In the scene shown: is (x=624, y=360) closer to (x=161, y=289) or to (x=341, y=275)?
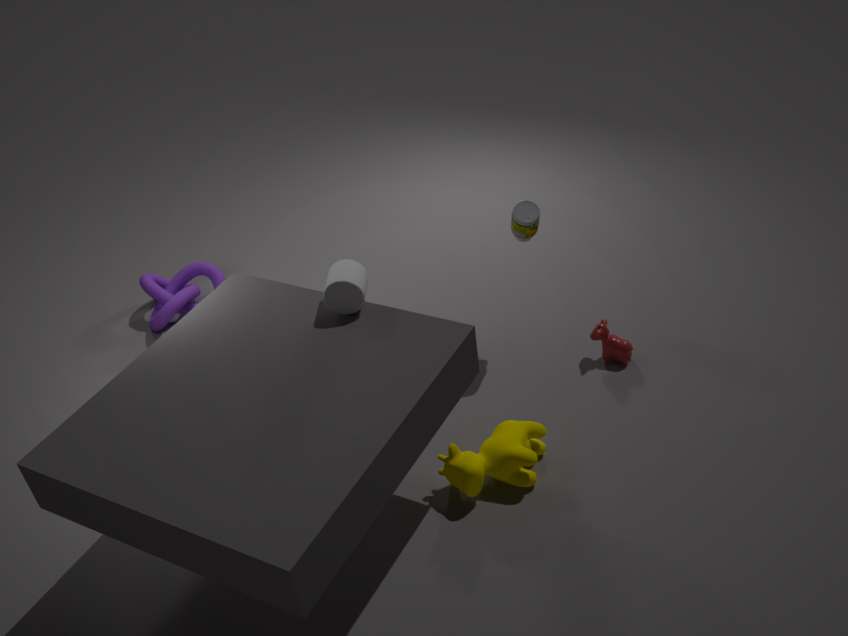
(x=341, y=275)
